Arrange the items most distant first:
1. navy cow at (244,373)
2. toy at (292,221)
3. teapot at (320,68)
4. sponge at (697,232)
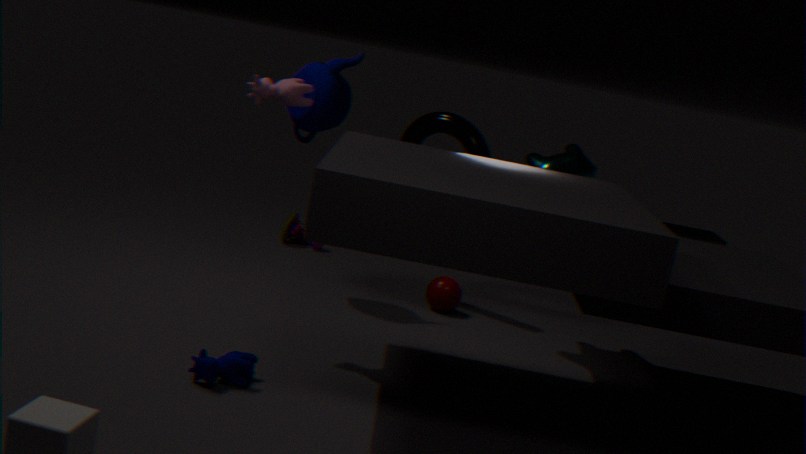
sponge at (697,232) → toy at (292,221) → teapot at (320,68) → navy cow at (244,373)
